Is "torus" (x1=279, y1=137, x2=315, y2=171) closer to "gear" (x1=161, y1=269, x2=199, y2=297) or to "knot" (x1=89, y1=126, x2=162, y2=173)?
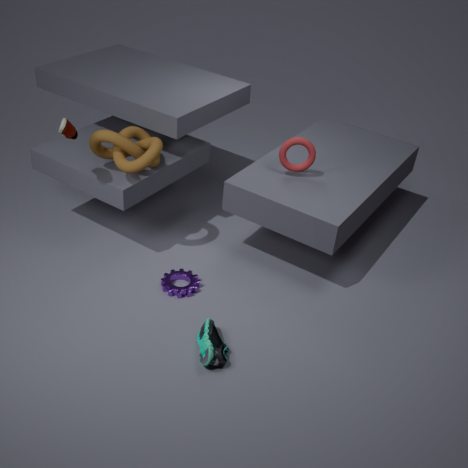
"knot" (x1=89, y1=126, x2=162, y2=173)
